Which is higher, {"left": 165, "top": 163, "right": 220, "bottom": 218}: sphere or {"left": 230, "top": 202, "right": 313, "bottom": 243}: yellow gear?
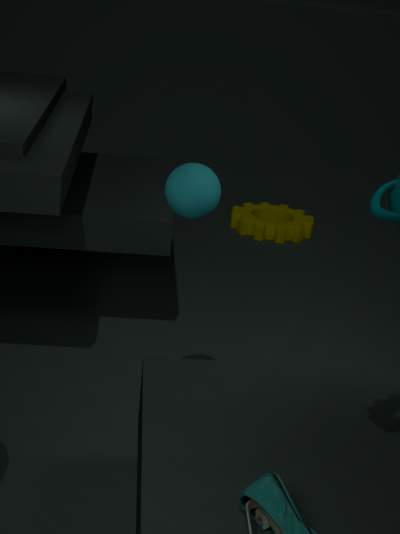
{"left": 165, "top": 163, "right": 220, "bottom": 218}: sphere
